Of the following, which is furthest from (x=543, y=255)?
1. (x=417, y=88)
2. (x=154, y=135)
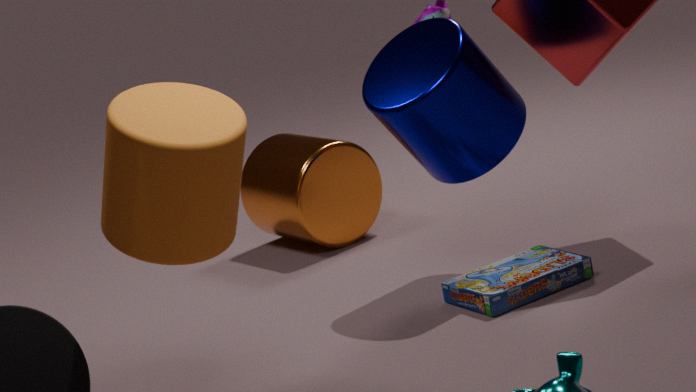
(x=154, y=135)
